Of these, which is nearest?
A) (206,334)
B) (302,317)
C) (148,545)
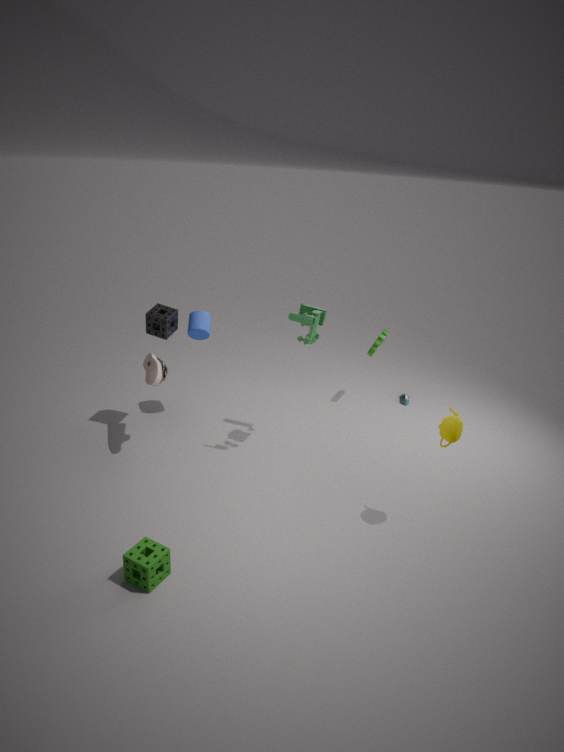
(148,545)
